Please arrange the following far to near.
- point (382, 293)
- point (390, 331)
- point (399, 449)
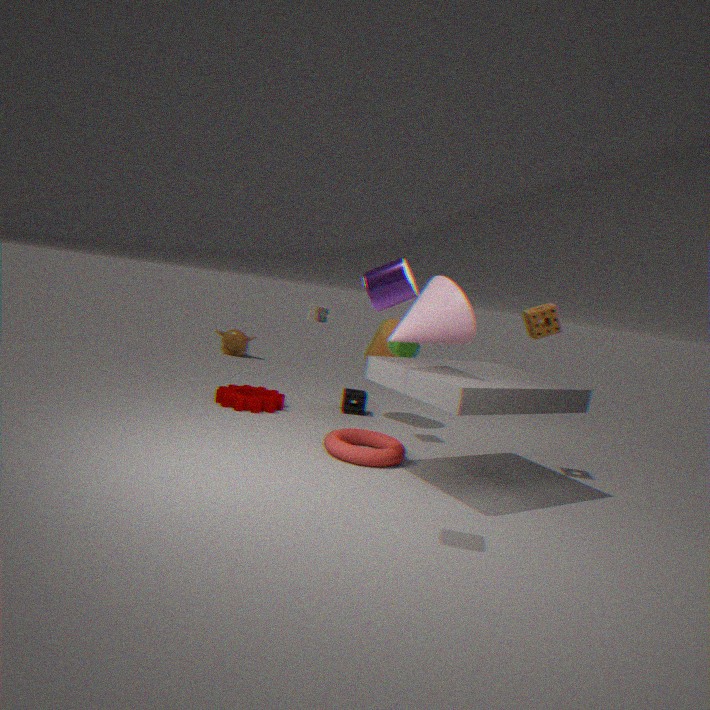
1. point (390, 331)
2. point (399, 449)
3. point (382, 293)
